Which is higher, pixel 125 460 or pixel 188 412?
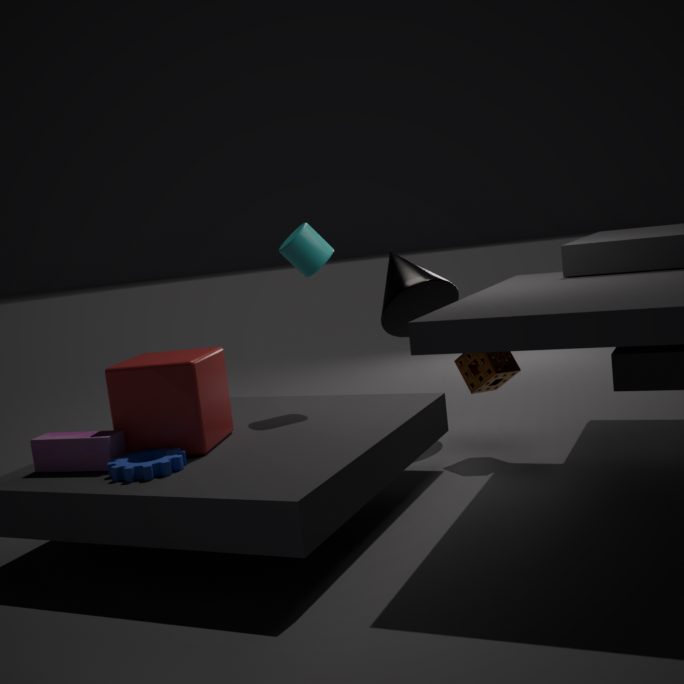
pixel 188 412
